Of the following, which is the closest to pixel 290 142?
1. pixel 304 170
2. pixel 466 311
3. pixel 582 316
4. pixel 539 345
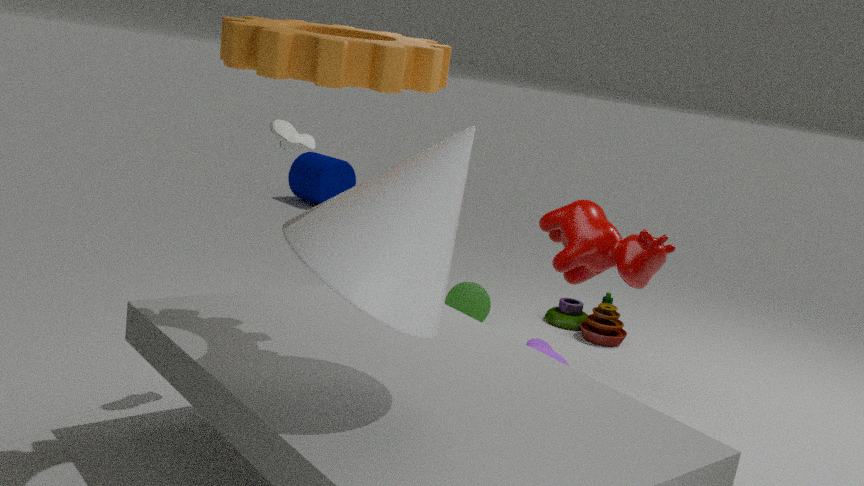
pixel 539 345
